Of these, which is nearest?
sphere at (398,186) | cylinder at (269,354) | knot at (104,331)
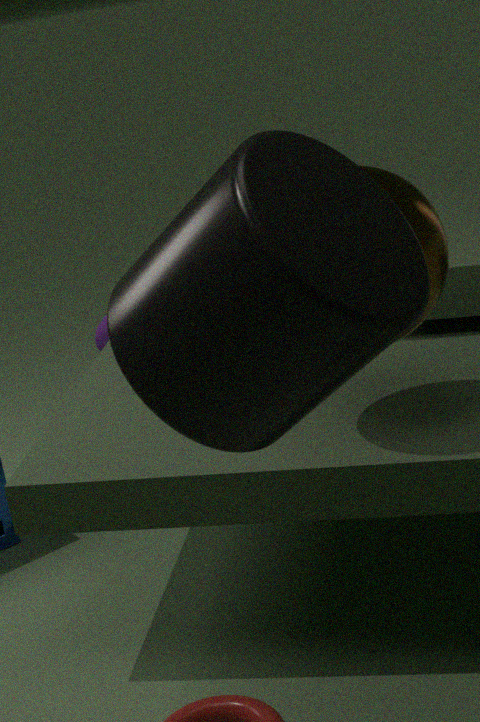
cylinder at (269,354)
